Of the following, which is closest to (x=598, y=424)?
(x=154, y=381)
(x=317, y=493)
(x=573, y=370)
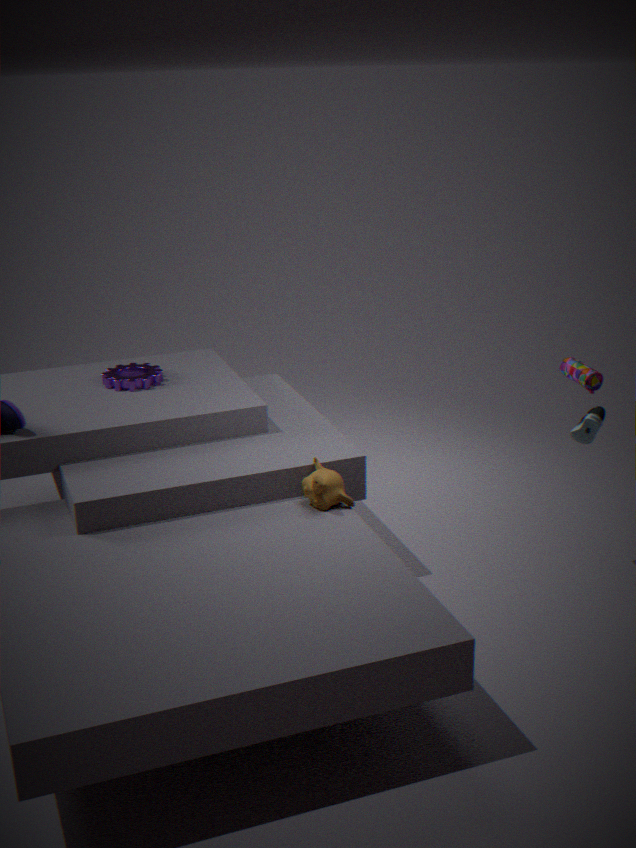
(x=573, y=370)
